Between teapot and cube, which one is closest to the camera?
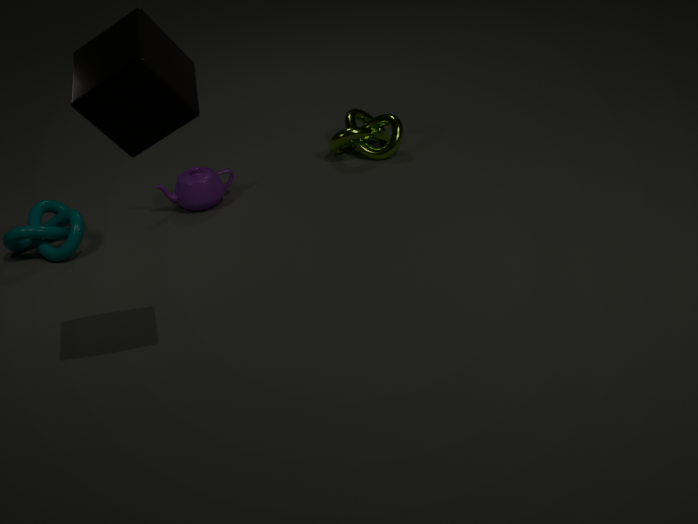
cube
